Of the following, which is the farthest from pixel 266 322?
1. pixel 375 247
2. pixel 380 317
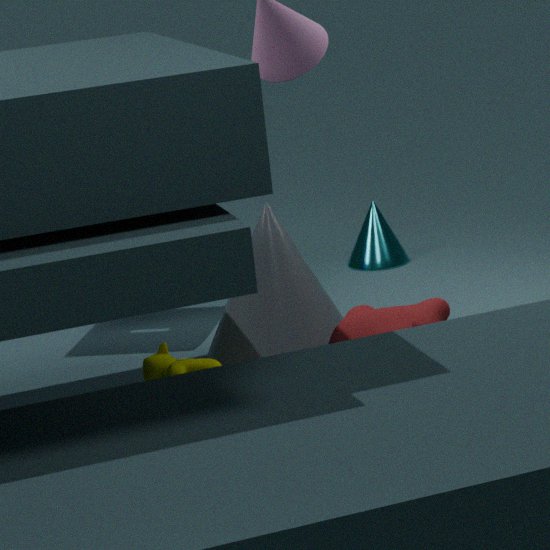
pixel 375 247
